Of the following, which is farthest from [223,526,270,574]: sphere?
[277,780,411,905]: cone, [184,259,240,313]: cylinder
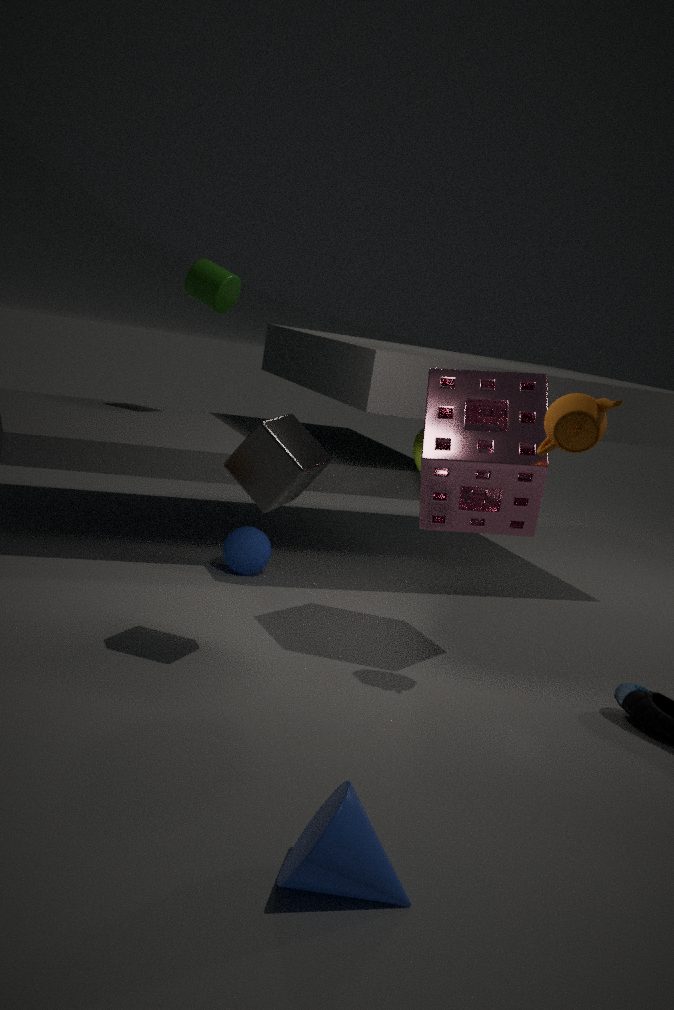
[277,780,411,905]: cone
